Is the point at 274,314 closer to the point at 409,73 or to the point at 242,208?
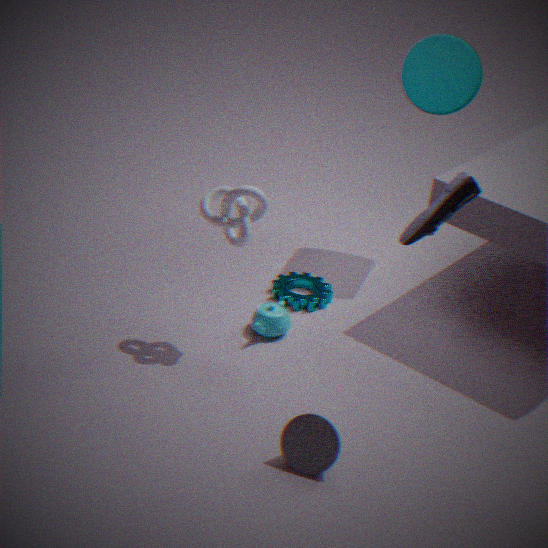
the point at 242,208
